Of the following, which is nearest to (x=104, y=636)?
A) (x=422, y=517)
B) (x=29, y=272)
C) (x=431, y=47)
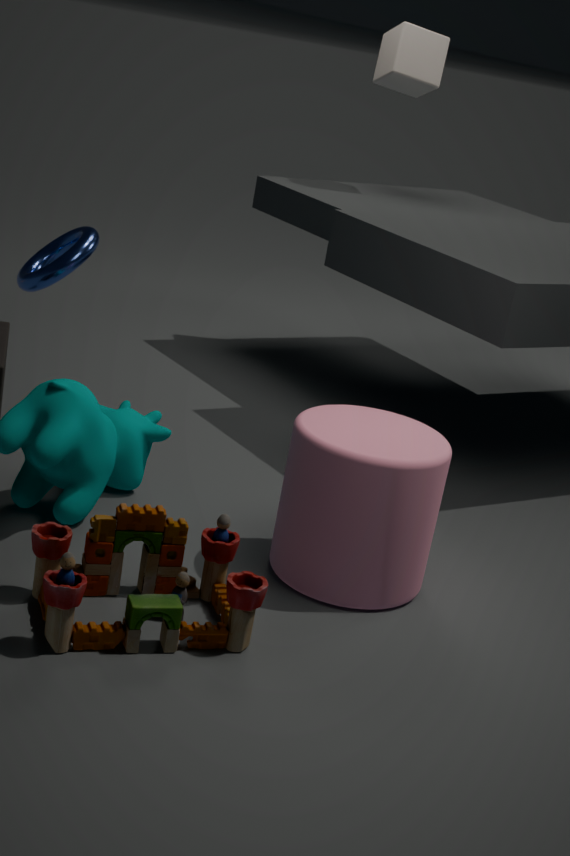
(x=422, y=517)
